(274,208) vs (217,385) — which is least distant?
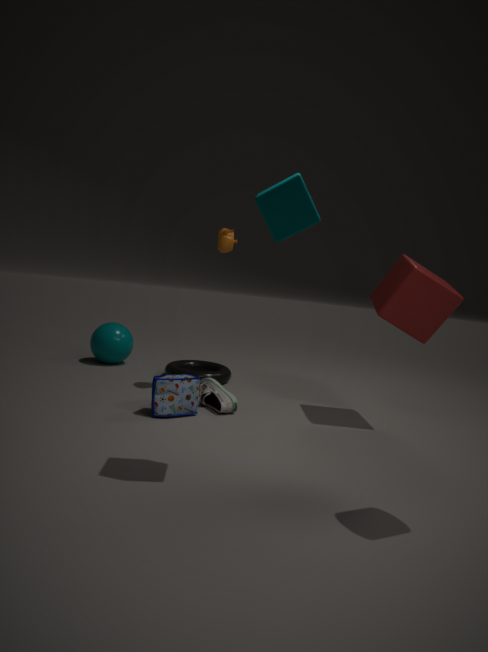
(274,208)
